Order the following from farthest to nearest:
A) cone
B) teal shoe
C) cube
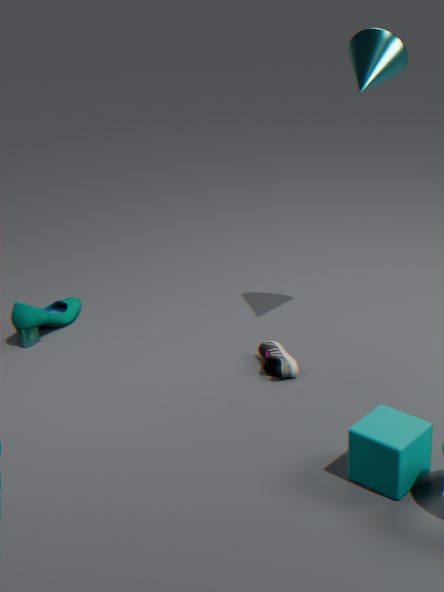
teal shoe
cone
cube
